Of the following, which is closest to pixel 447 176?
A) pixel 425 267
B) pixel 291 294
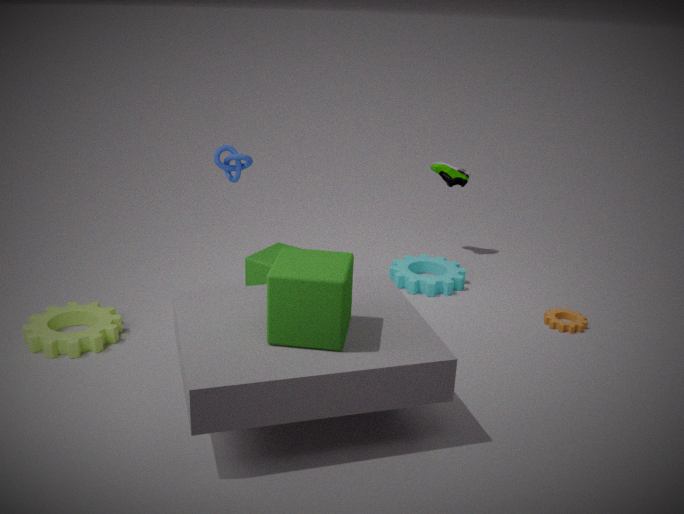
pixel 425 267
